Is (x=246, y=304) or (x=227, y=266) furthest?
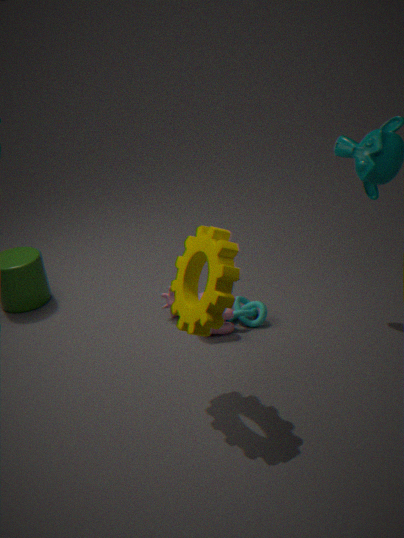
(x=246, y=304)
